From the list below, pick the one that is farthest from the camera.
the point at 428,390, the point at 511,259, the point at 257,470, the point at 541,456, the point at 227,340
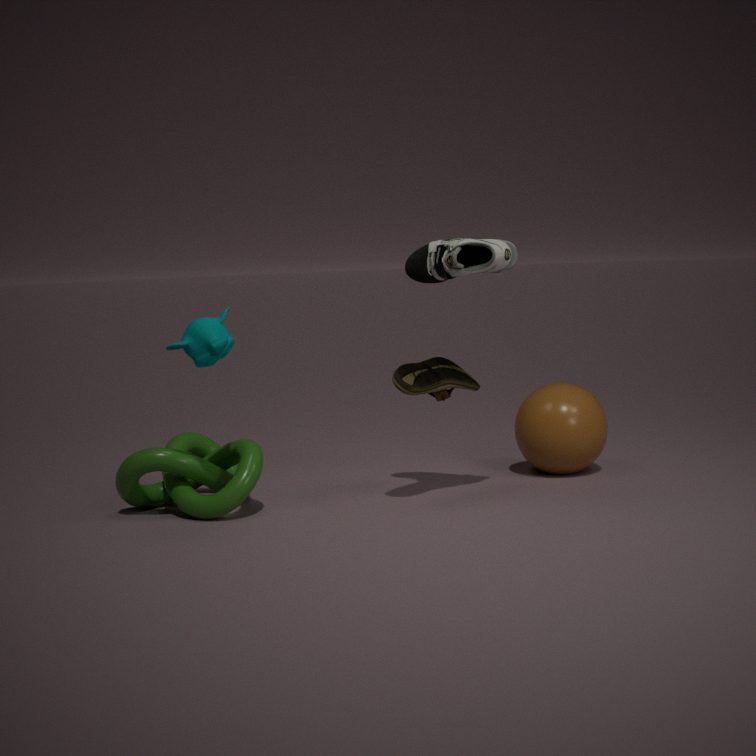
the point at 541,456
